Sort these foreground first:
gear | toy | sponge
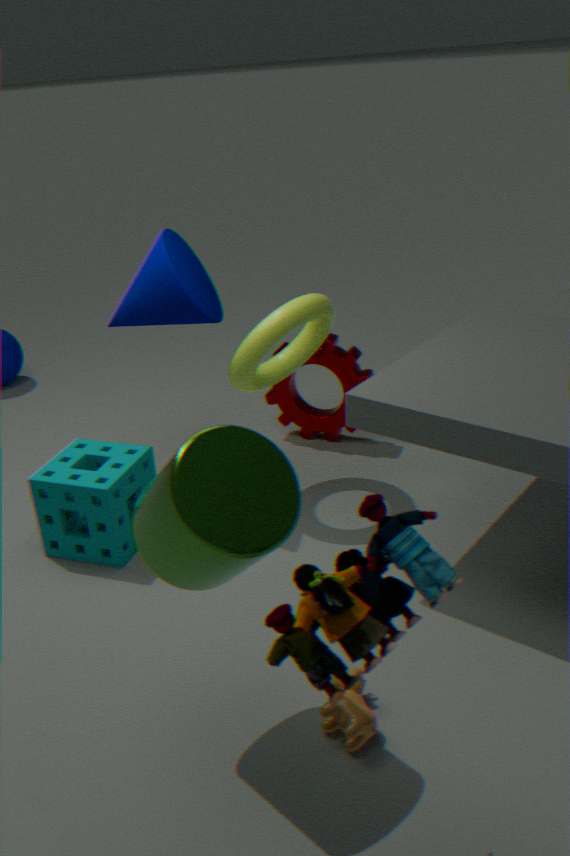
toy < sponge < gear
